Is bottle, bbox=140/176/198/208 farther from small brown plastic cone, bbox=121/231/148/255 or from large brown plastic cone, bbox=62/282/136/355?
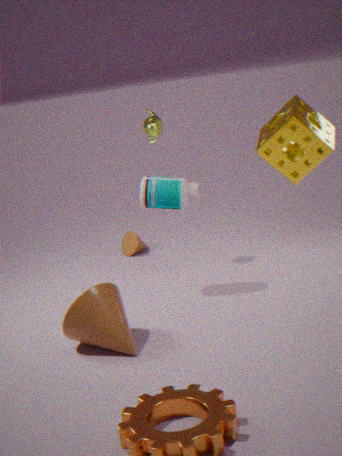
small brown plastic cone, bbox=121/231/148/255
